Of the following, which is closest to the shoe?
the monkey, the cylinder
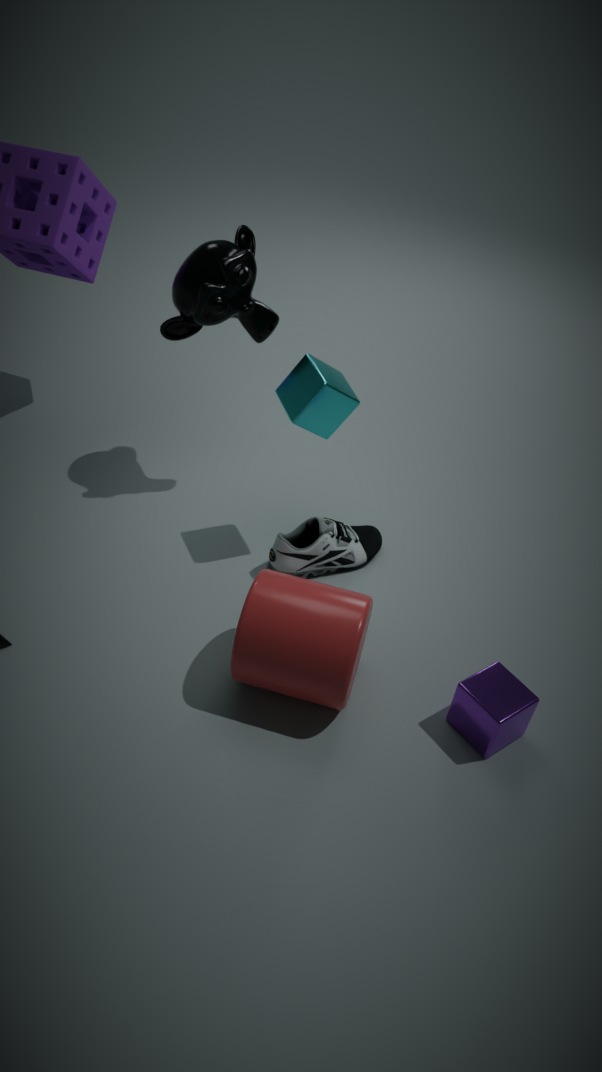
the cylinder
